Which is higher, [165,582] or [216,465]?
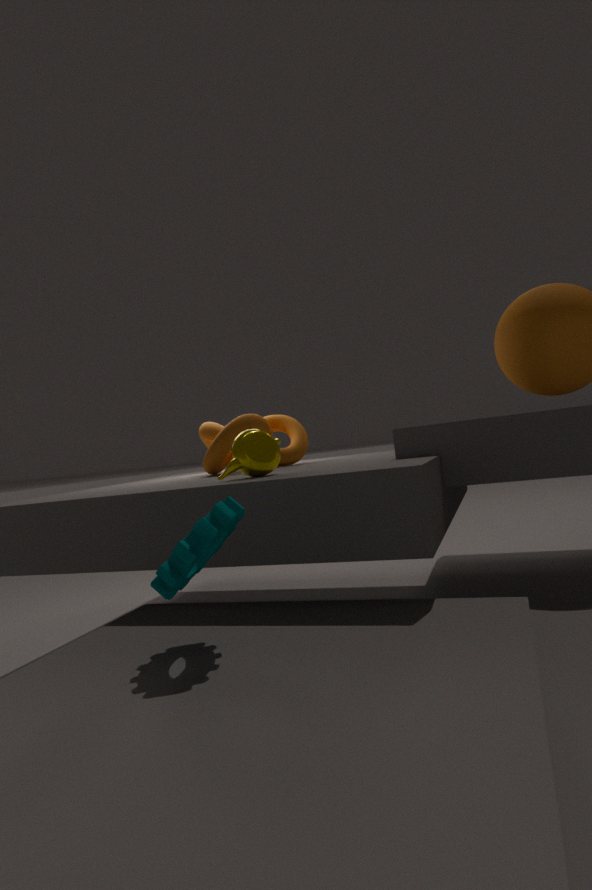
[216,465]
